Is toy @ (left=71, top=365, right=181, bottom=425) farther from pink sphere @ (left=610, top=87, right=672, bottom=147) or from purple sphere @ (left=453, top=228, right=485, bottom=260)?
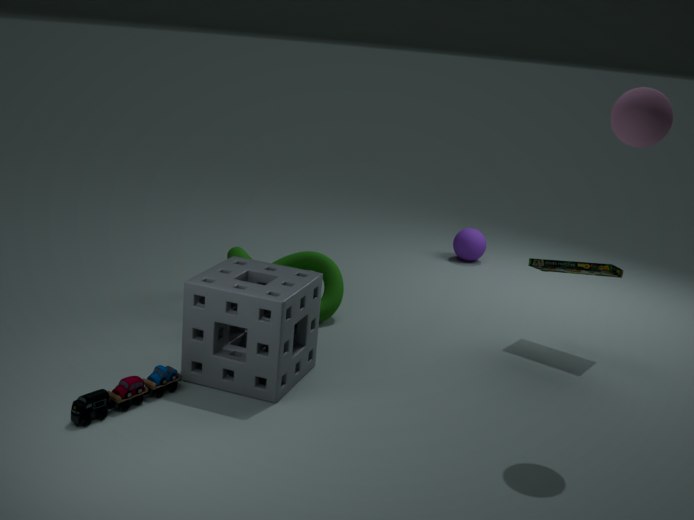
purple sphere @ (left=453, top=228, right=485, bottom=260)
